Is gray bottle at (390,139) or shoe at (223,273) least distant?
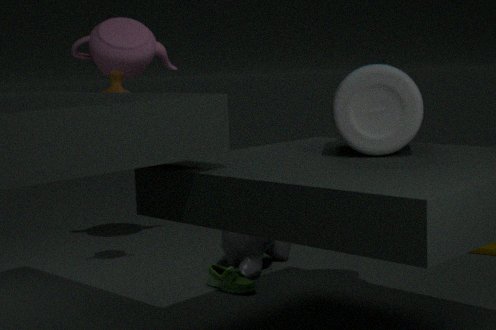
A: gray bottle at (390,139)
